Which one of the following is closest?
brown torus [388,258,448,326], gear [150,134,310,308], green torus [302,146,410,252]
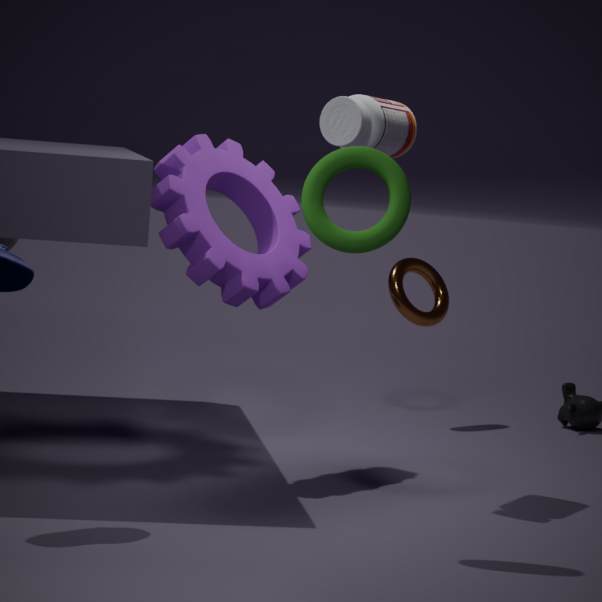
green torus [302,146,410,252]
